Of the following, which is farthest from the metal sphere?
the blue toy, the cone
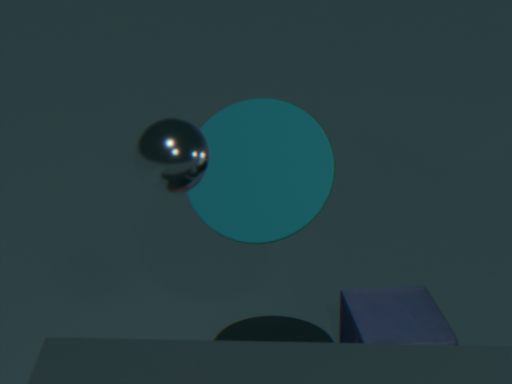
the blue toy
